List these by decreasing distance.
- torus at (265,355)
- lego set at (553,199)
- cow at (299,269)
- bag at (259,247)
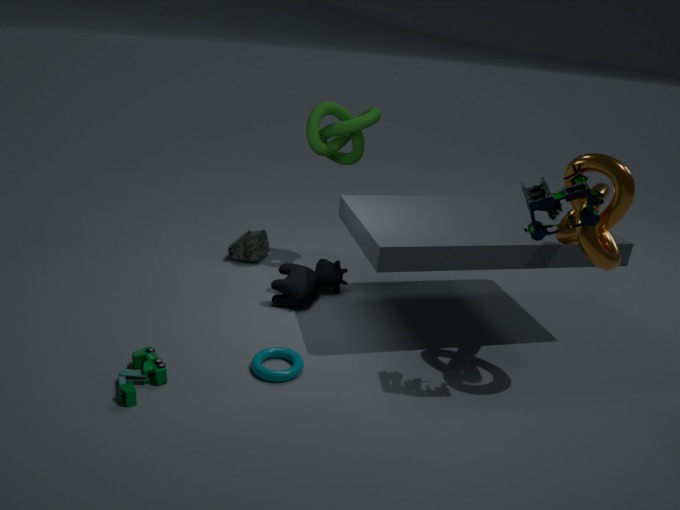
1. bag at (259,247)
2. cow at (299,269)
3. torus at (265,355)
4. lego set at (553,199)
